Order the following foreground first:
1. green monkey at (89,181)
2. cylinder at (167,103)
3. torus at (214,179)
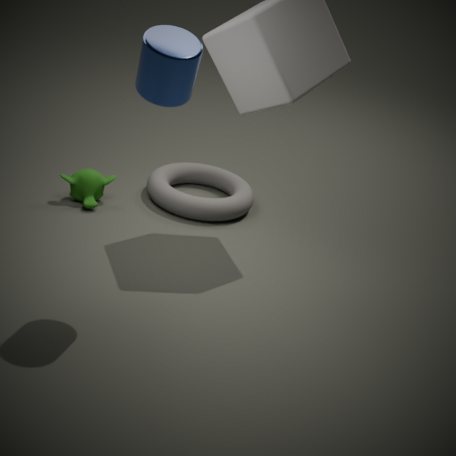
cylinder at (167,103)
green monkey at (89,181)
torus at (214,179)
